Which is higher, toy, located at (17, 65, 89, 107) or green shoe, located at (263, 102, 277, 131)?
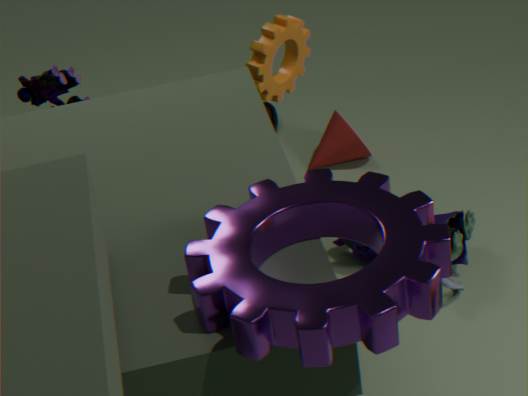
toy, located at (17, 65, 89, 107)
